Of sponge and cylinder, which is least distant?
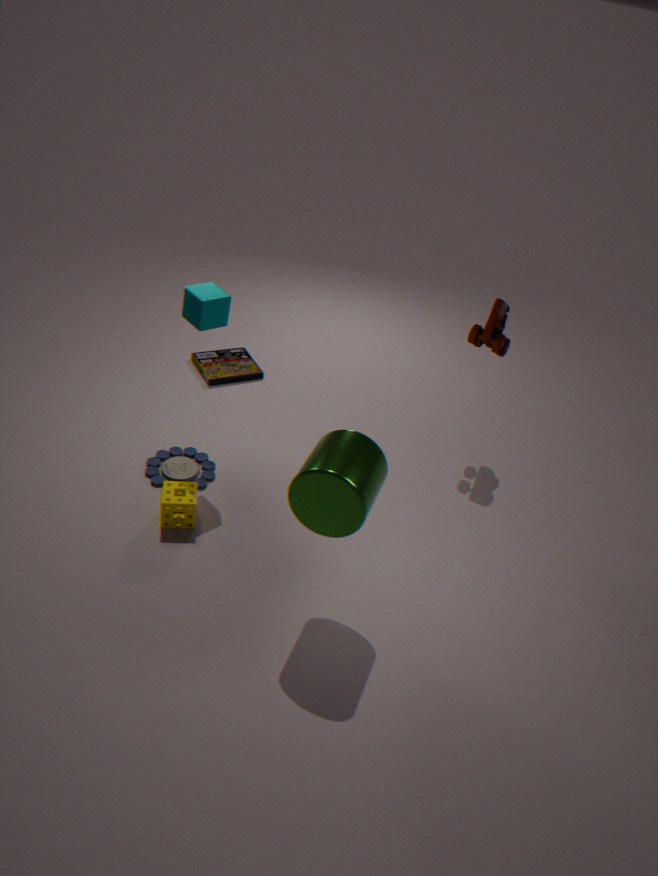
cylinder
